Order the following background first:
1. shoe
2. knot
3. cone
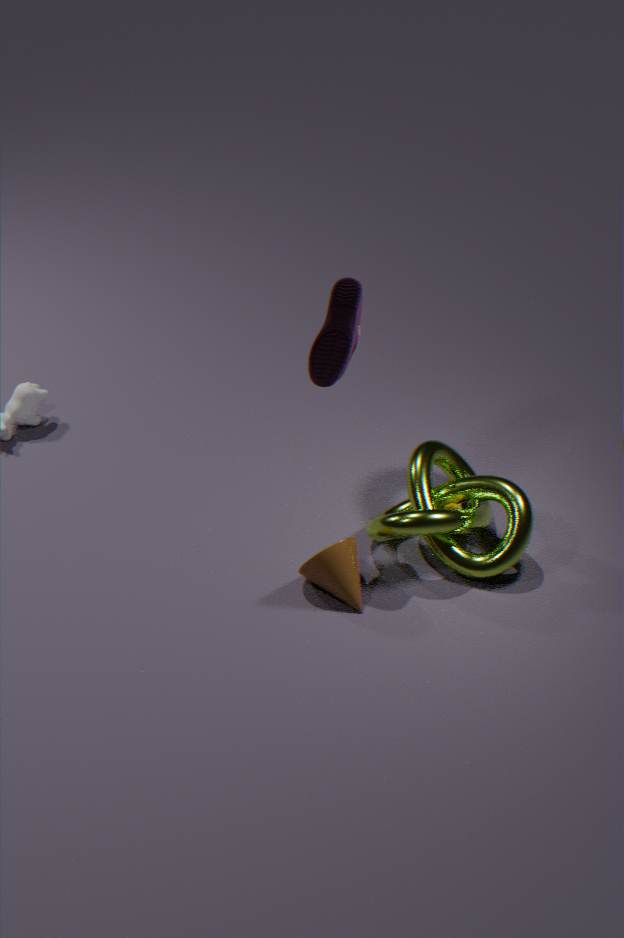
knot
cone
shoe
